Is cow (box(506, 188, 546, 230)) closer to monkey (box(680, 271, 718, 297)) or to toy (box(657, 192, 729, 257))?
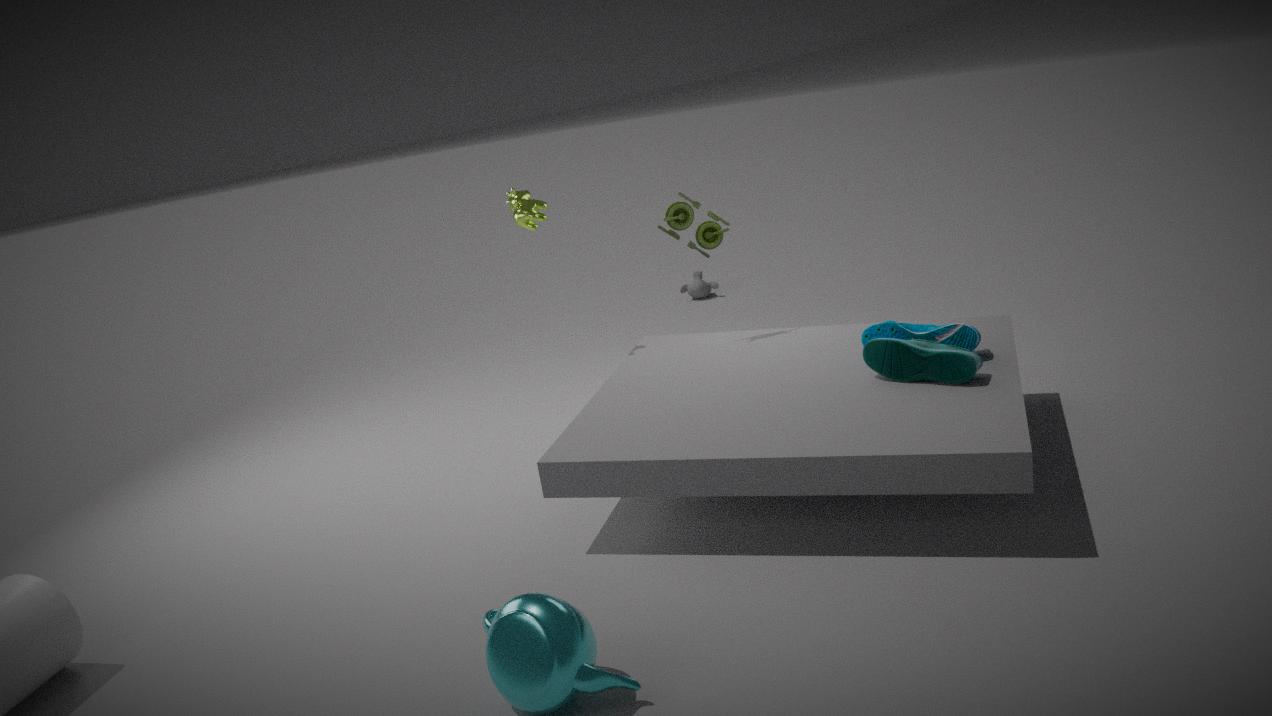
toy (box(657, 192, 729, 257))
